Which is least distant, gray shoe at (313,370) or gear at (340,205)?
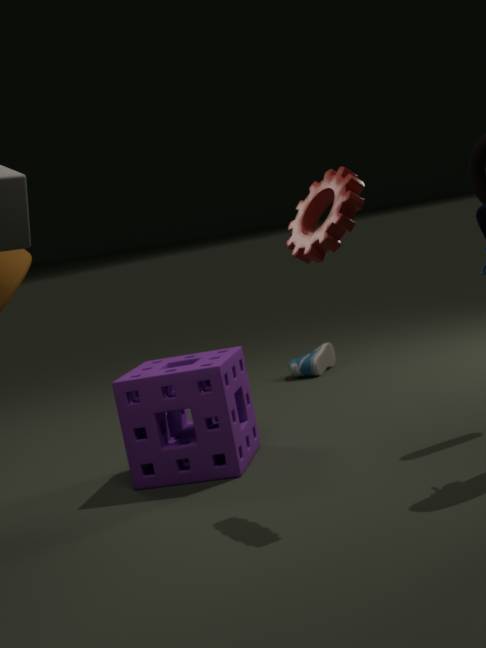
gear at (340,205)
